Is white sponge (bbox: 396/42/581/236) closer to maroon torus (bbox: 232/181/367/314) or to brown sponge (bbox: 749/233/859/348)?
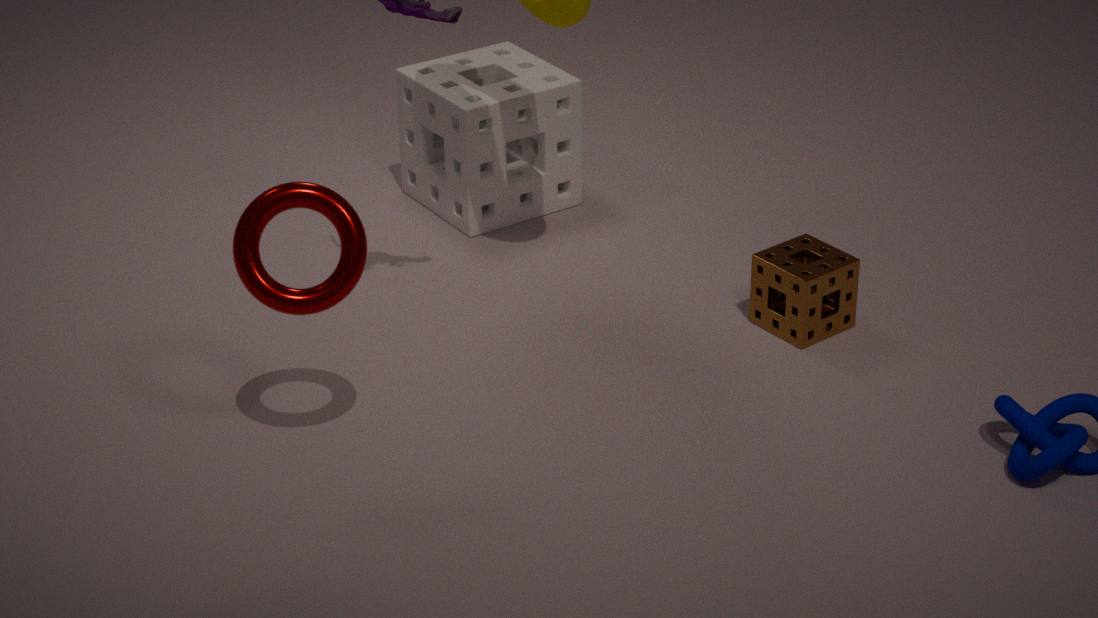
brown sponge (bbox: 749/233/859/348)
